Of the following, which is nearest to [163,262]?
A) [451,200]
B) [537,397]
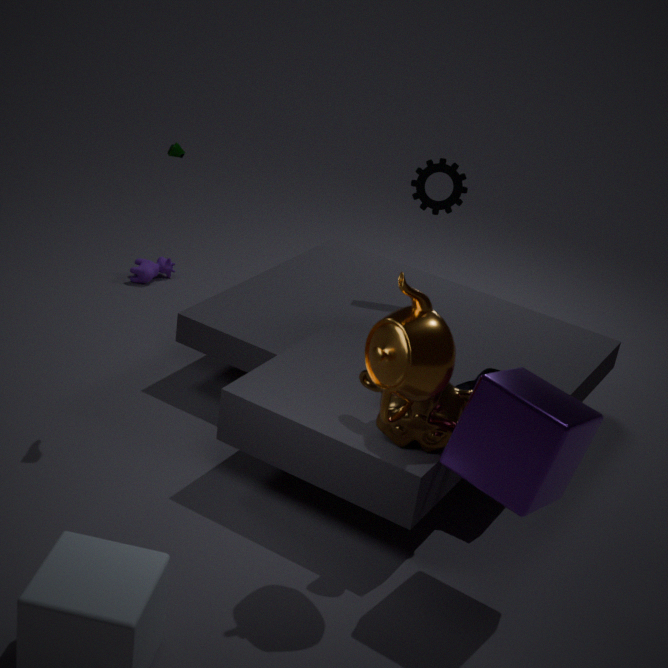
[451,200]
